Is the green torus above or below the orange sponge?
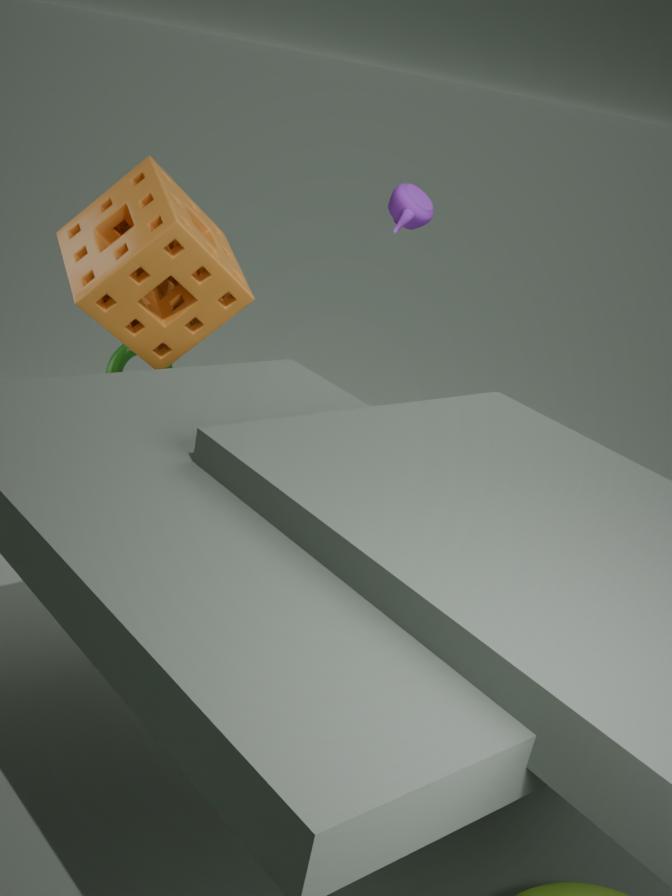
below
